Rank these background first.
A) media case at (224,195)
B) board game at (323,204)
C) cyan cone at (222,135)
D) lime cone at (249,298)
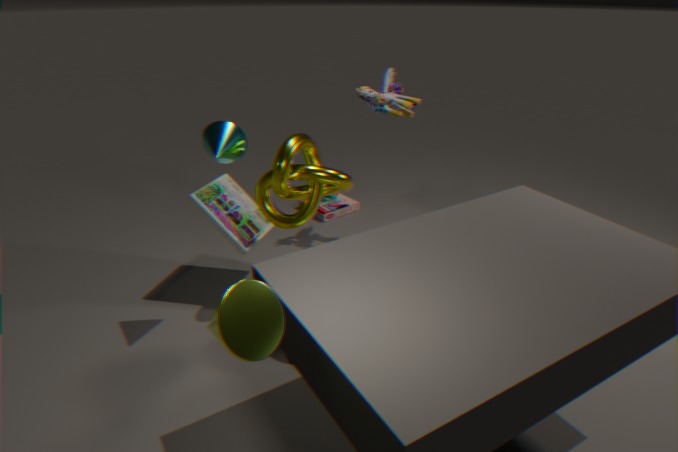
1. board game at (323,204)
2. media case at (224,195)
3. cyan cone at (222,135)
4. lime cone at (249,298)
